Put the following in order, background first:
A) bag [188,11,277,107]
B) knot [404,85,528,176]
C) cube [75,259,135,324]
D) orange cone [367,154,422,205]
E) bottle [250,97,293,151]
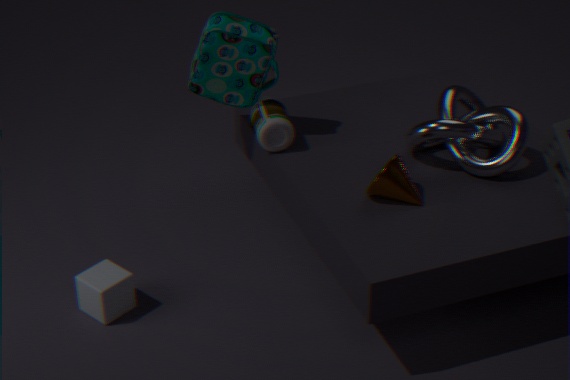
bottle [250,97,293,151] < bag [188,11,277,107] < knot [404,85,528,176] < cube [75,259,135,324] < orange cone [367,154,422,205]
